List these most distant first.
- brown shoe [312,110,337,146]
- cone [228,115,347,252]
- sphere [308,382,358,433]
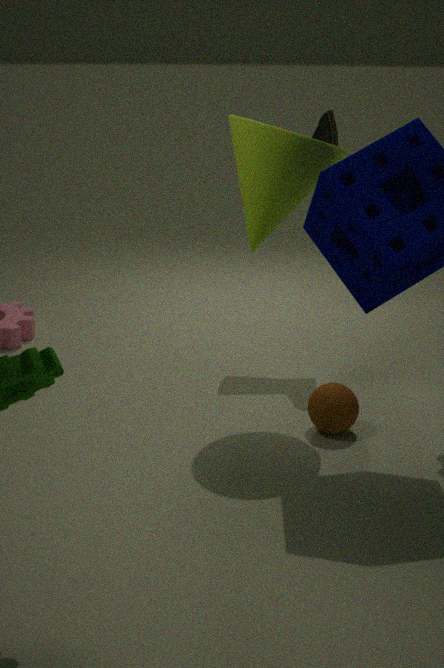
brown shoe [312,110,337,146]
sphere [308,382,358,433]
cone [228,115,347,252]
